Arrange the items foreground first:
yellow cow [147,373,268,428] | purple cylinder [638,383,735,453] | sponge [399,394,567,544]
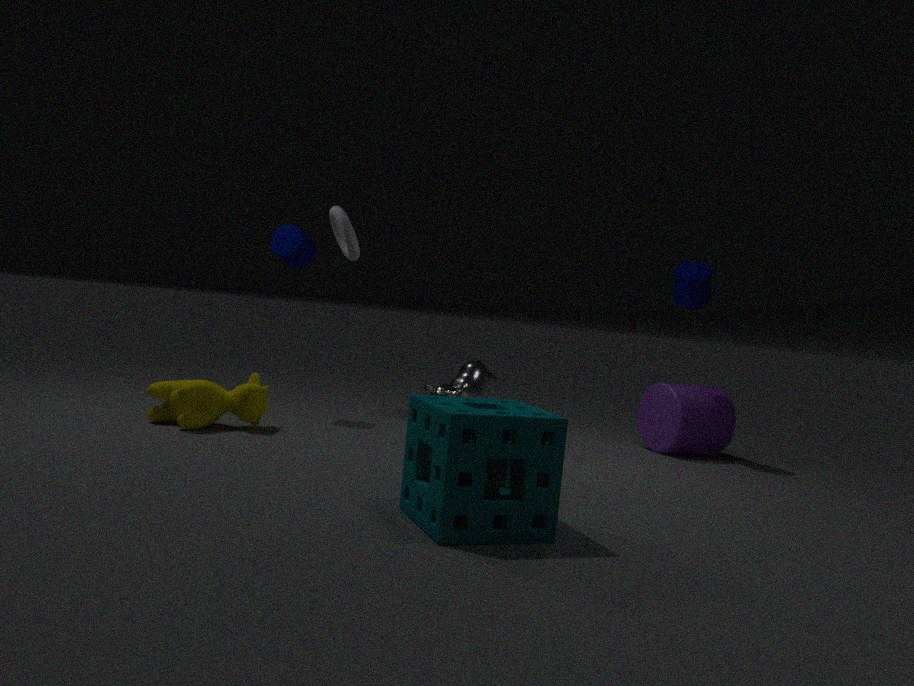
1. sponge [399,394,567,544]
2. yellow cow [147,373,268,428]
3. purple cylinder [638,383,735,453]
